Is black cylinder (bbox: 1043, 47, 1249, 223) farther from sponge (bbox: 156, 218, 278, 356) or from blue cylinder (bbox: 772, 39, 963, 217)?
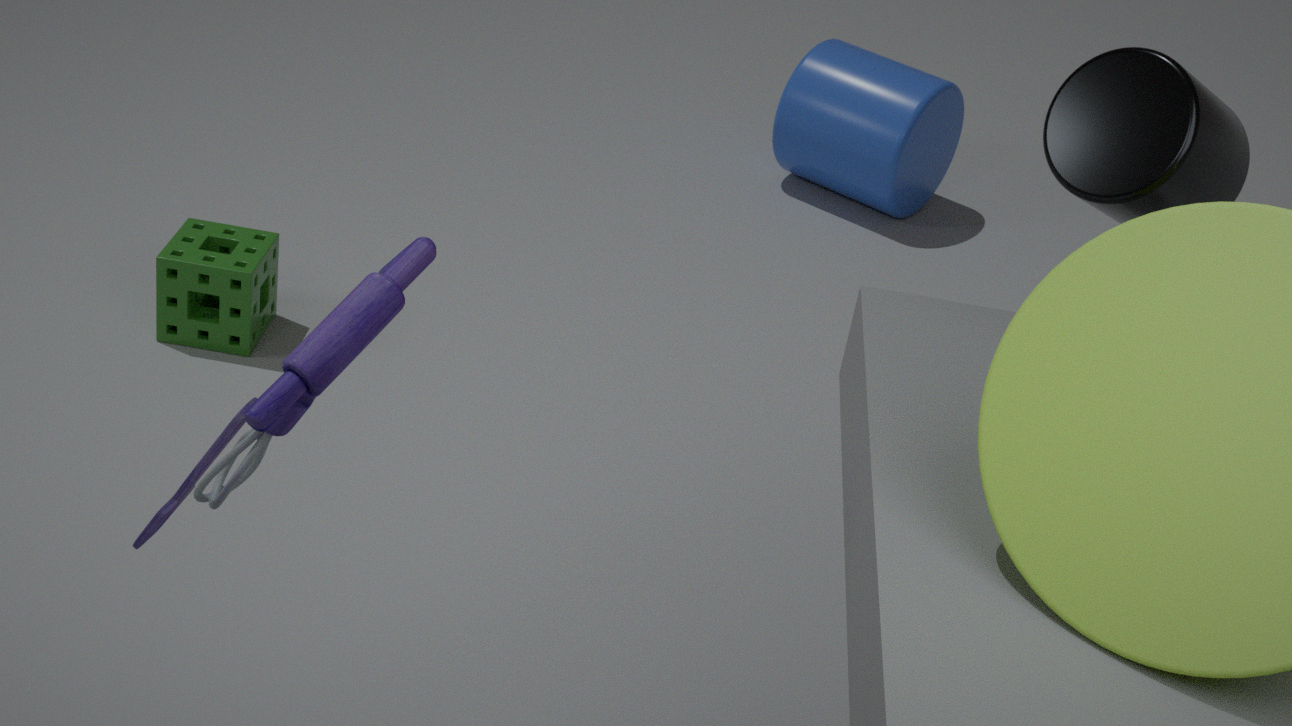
blue cylinder (bbox: 772, 39, 963, 217)
